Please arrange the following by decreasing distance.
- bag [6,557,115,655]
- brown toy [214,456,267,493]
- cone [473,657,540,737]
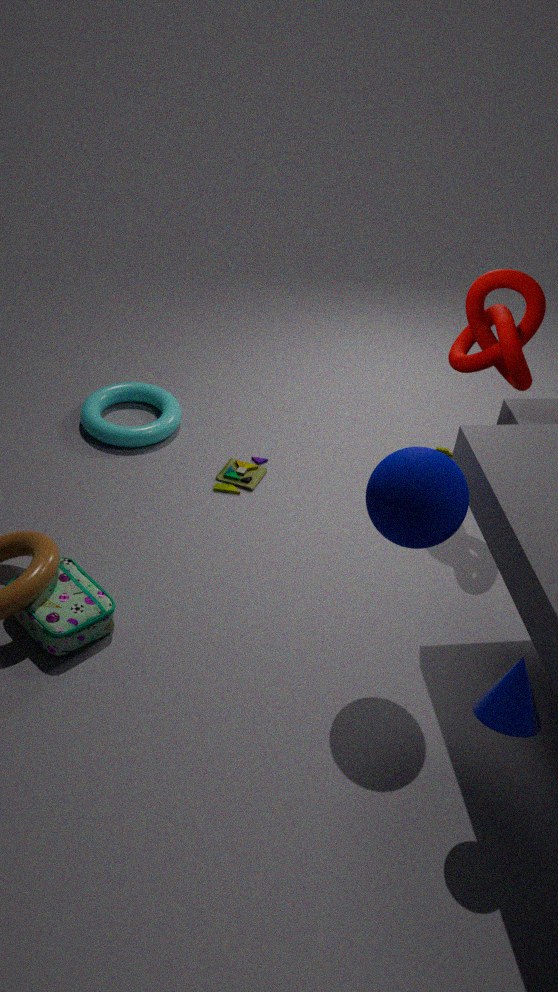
1. brown toy [214,456,267,493]
2. bag [6,557,115,655]
3. cone [473,657,540,737]
